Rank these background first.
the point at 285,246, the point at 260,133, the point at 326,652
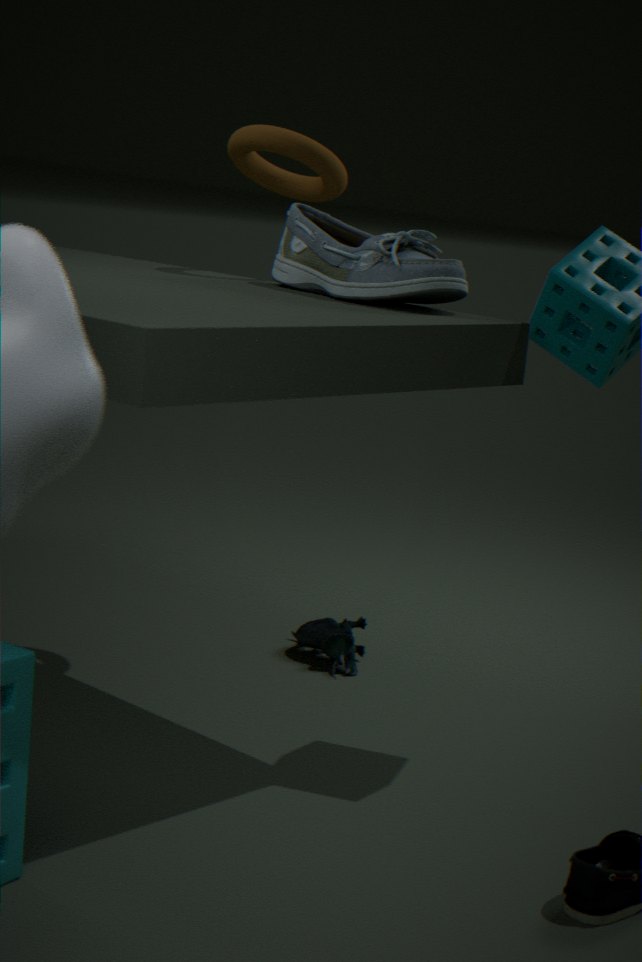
the point at 326,652
the point at 260,133
the point at 285,246
